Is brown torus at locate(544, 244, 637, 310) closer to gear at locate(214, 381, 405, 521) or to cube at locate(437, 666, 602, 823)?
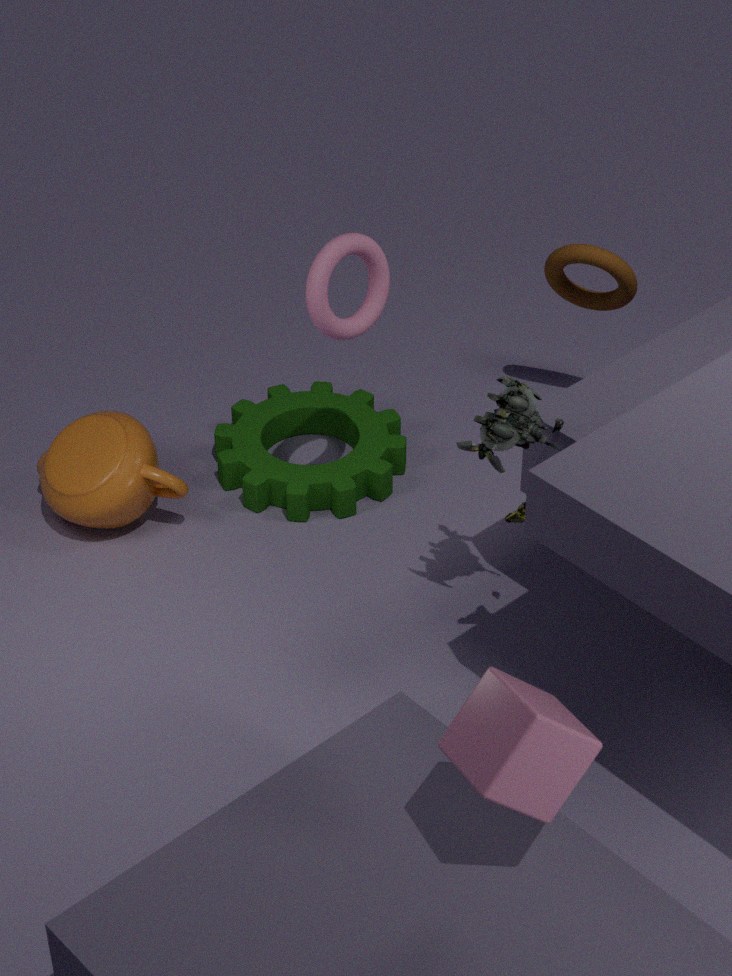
gear at locate(214, 381, 405, 521)
